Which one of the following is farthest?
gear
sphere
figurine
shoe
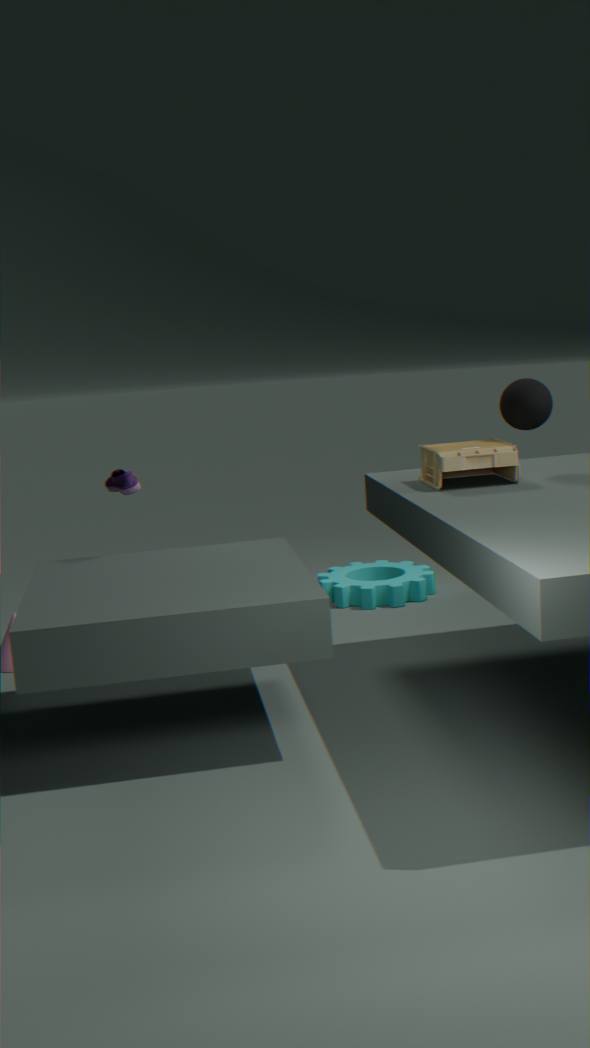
gear
